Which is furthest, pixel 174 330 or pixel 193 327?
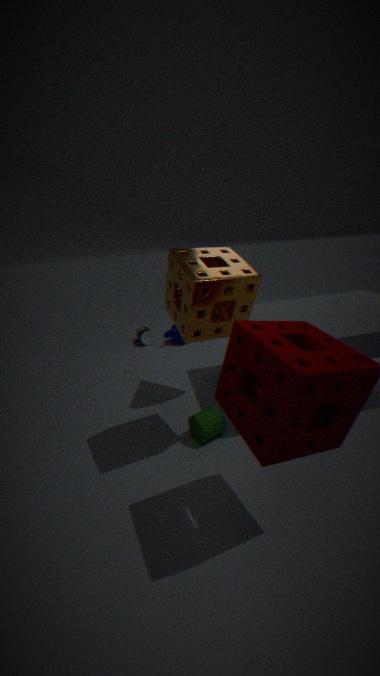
pixel 174 330
